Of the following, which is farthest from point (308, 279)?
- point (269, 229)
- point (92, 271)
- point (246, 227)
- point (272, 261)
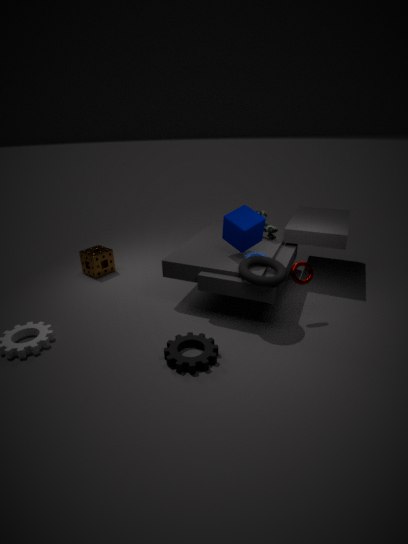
point (92, 271)
